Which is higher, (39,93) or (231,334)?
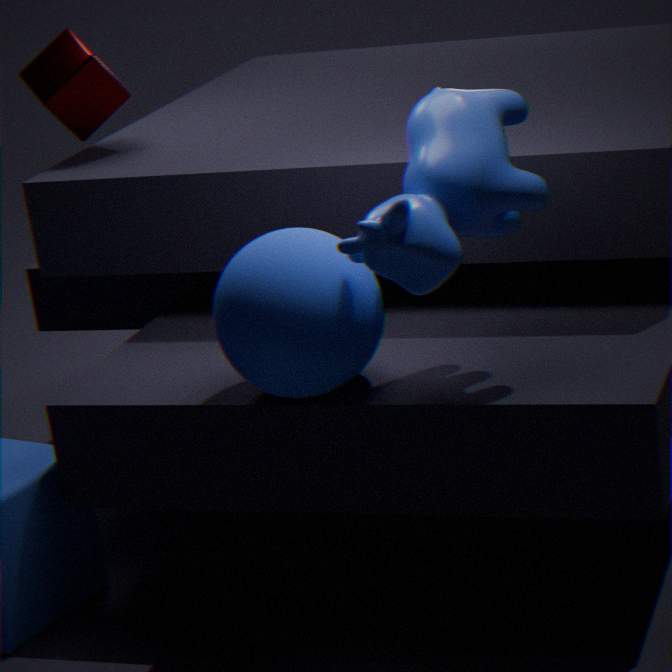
(39,93)
